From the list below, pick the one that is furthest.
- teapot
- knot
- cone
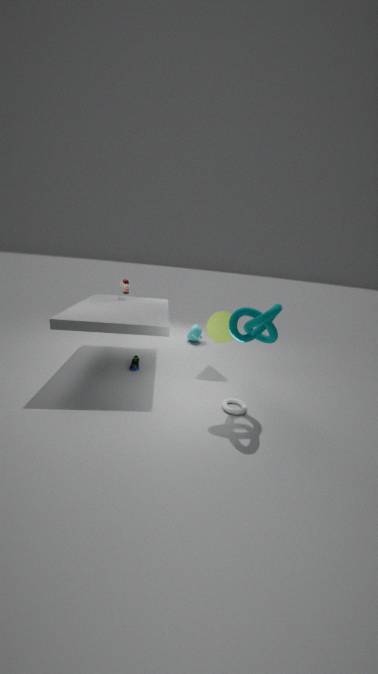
teapot
